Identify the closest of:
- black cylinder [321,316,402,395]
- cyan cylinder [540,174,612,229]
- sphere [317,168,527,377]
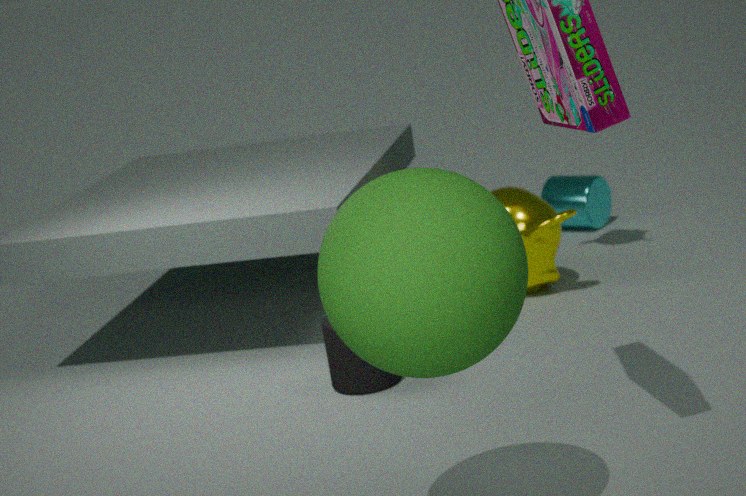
sphere [317,168,527,377]
